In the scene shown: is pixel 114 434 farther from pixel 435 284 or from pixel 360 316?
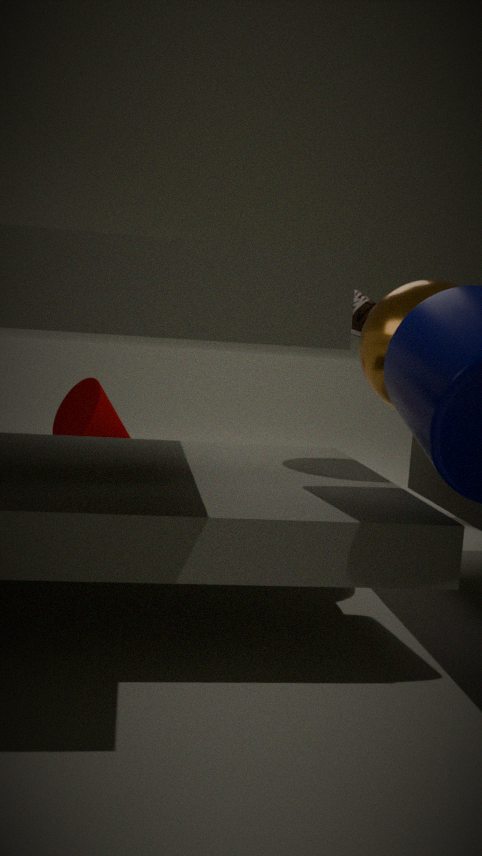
pixel 435 284
